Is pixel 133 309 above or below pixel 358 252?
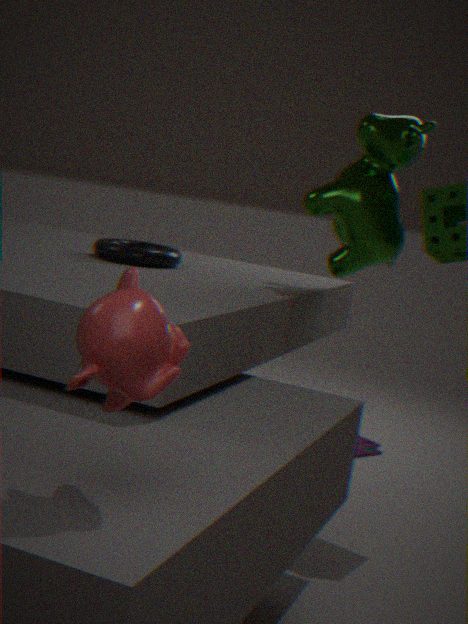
below
